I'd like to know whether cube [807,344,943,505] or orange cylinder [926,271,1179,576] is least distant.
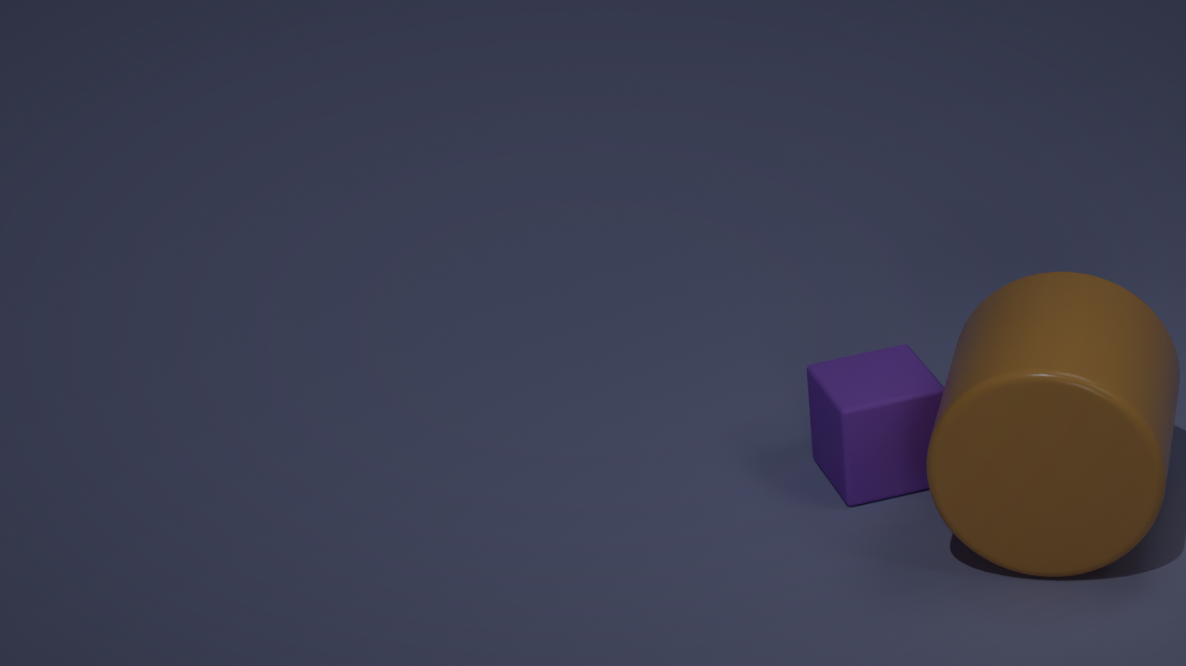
orange cylinder [926,271,1179,576]
